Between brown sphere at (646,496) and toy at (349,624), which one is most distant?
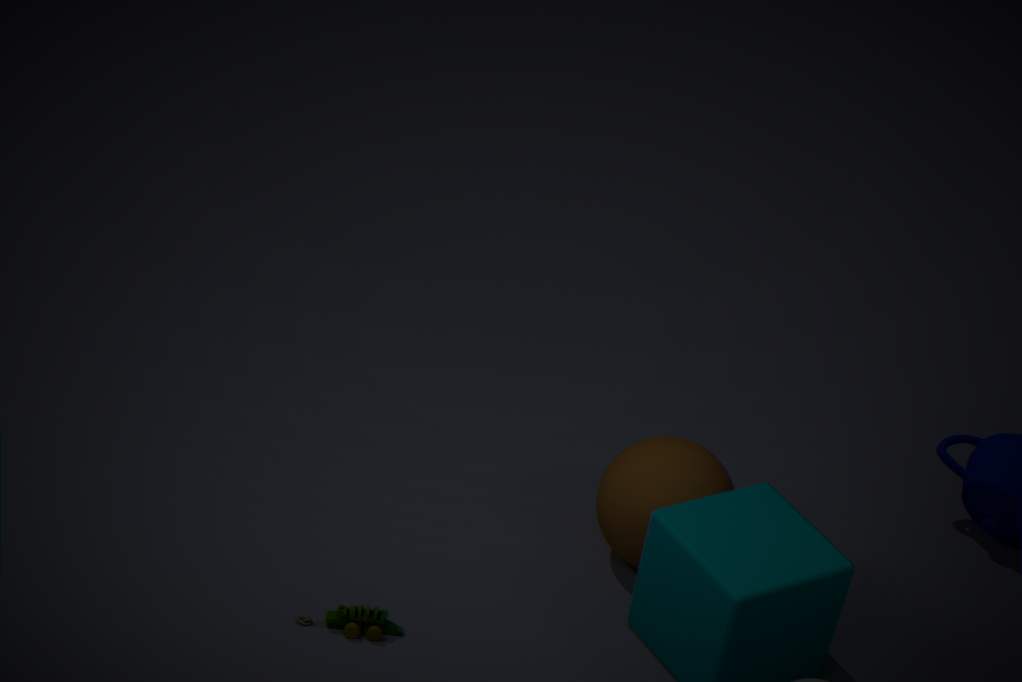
brown sphere at (646,496)
